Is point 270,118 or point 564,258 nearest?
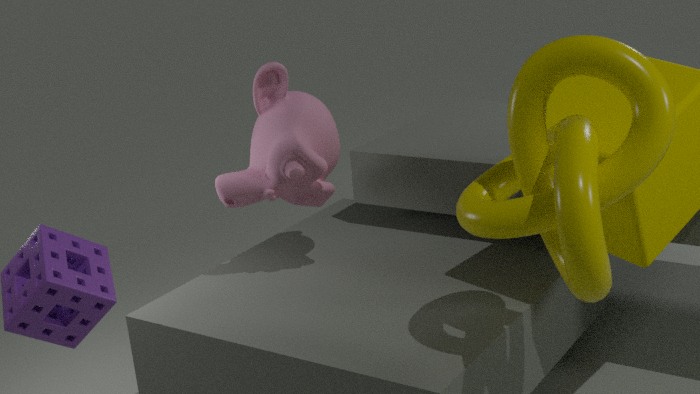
point 564,258
